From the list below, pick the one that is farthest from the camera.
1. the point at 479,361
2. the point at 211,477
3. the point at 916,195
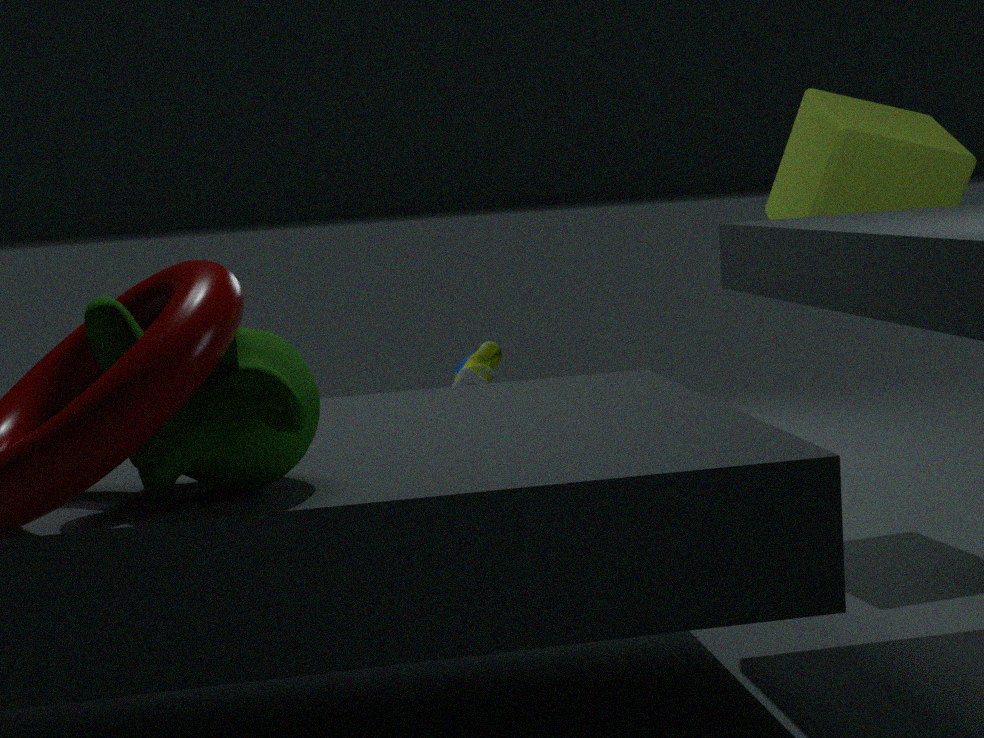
the point at 479,361
